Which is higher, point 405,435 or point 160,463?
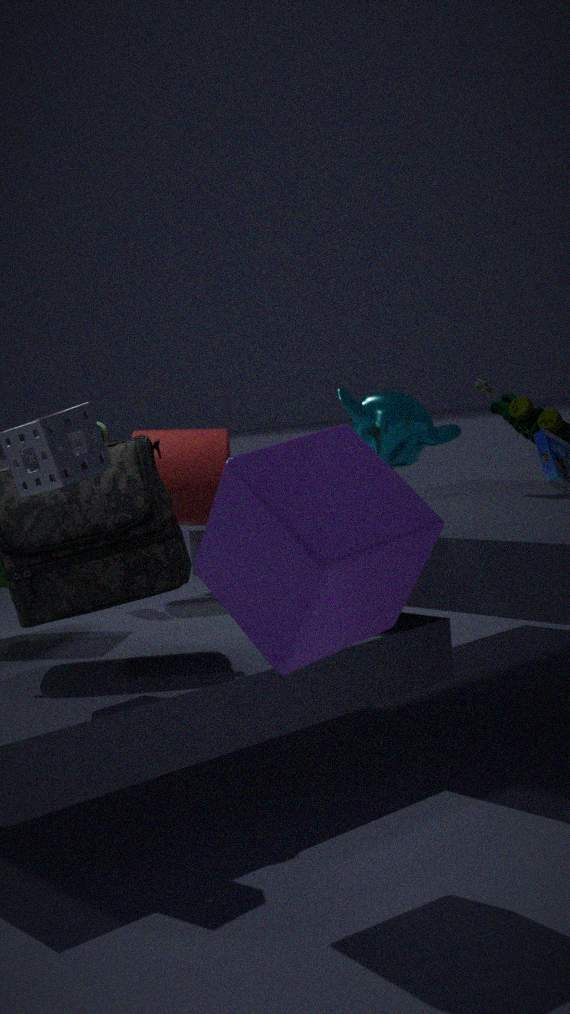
point 405,435
